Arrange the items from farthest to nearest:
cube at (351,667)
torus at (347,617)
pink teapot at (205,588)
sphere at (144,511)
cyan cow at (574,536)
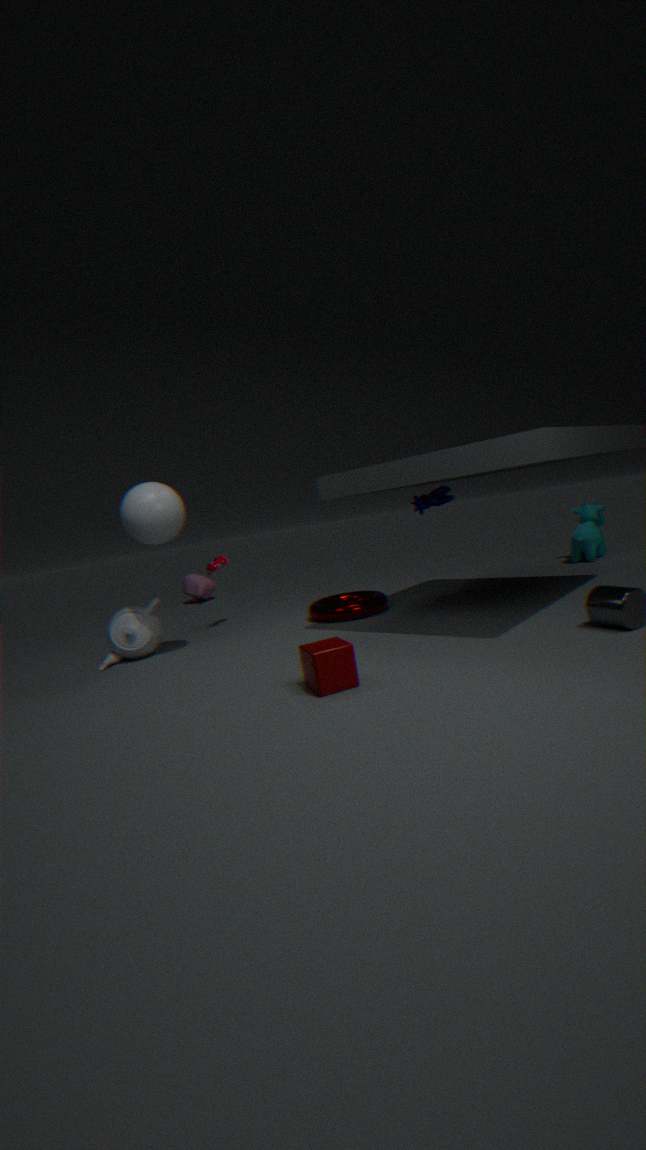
pink teapot at (205,588), cyan cow at (574,536), torus at (347,617), sphere at (144,511), cube at (351,667)
